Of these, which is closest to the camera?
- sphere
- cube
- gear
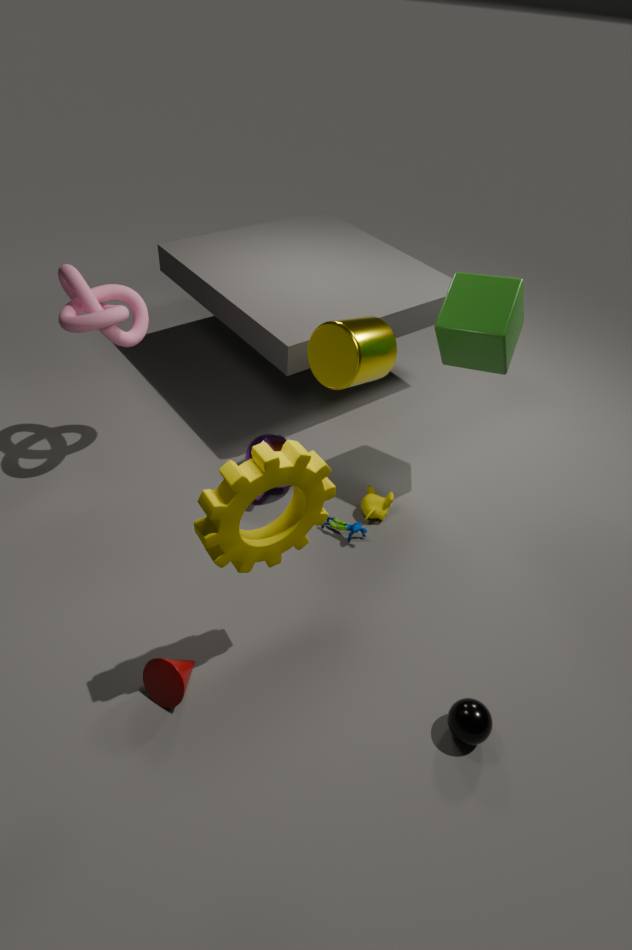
gear
